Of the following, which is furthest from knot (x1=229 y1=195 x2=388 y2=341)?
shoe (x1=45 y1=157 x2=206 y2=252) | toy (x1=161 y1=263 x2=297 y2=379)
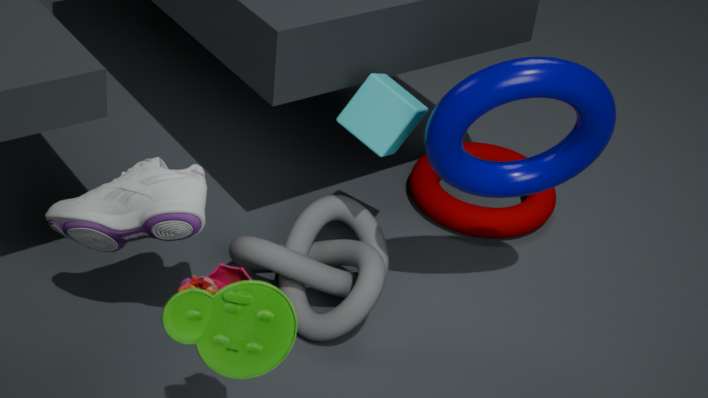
toy (x1=161 y1=263 x2=297 y2=379)
